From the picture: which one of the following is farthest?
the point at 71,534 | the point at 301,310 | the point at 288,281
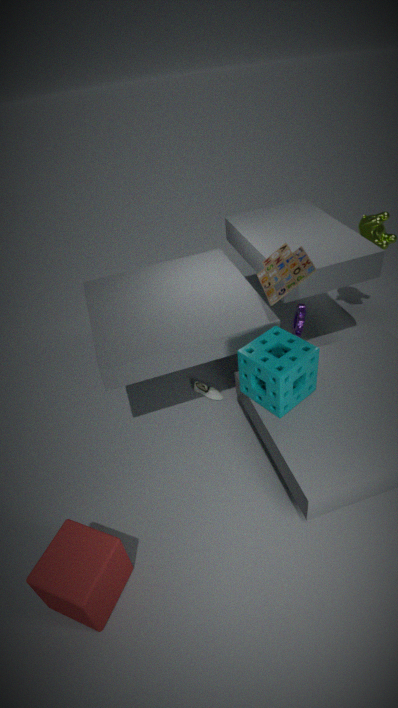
the point at 301,310
